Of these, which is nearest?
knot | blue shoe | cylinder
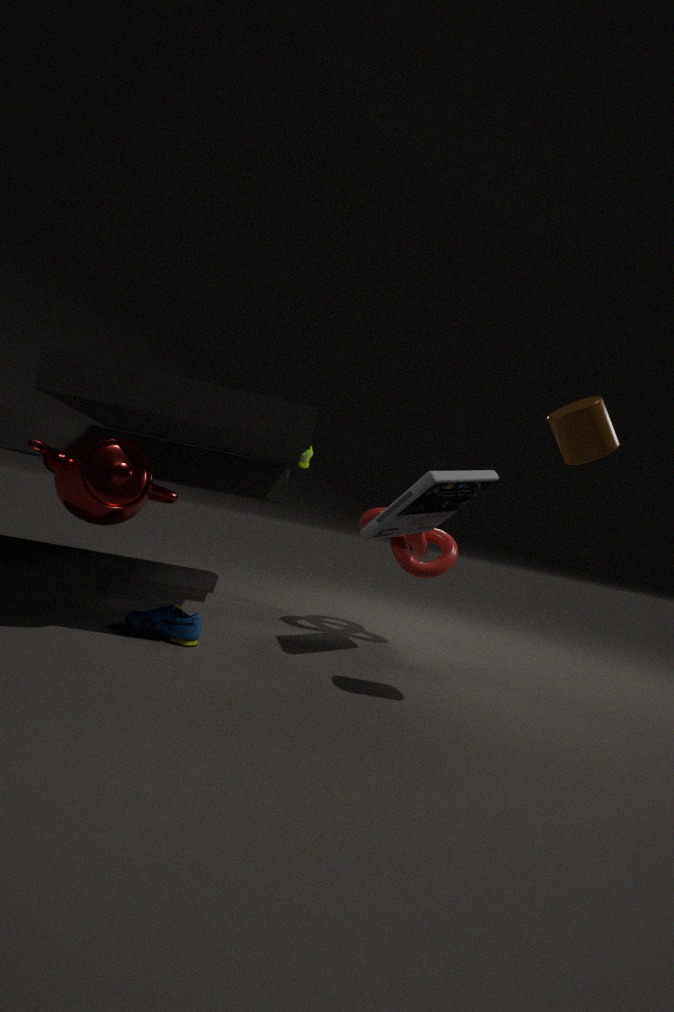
cylinder
